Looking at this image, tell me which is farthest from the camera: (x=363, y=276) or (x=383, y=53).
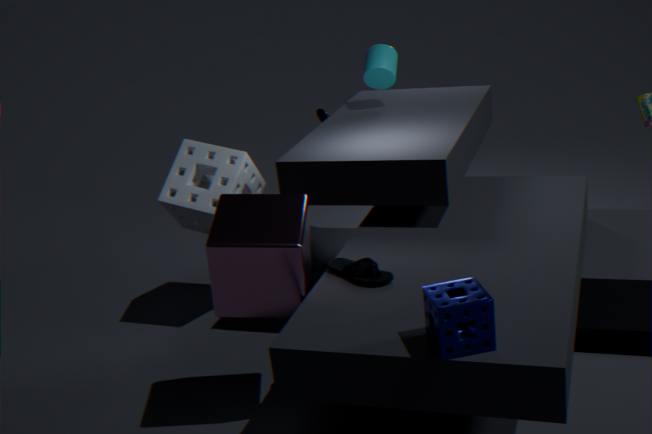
(x=383, y=53)
